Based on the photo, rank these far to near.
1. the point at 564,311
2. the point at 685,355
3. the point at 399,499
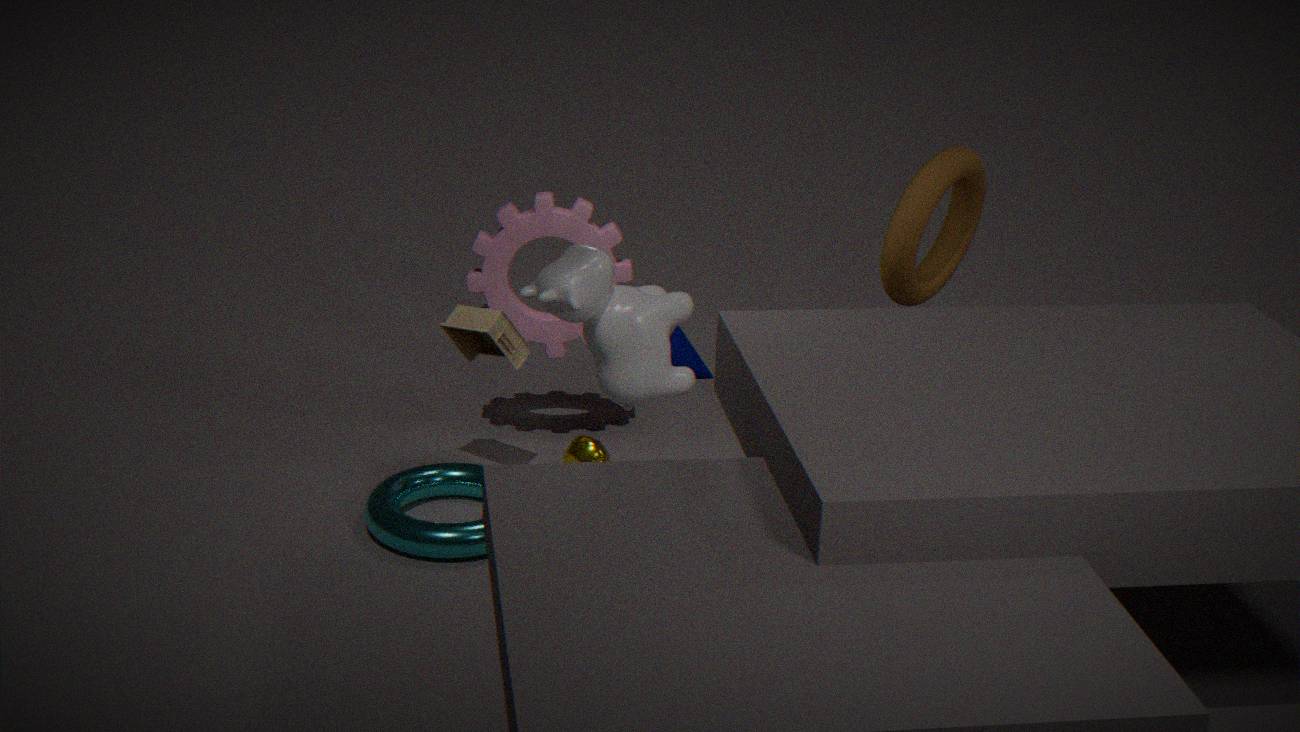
1. the point at 685,355
2. the point at 399,499
3. the point at 564,311
